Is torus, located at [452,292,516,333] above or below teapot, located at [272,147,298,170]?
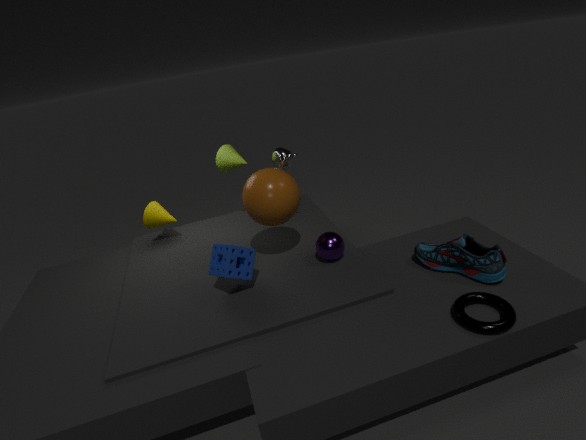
below
